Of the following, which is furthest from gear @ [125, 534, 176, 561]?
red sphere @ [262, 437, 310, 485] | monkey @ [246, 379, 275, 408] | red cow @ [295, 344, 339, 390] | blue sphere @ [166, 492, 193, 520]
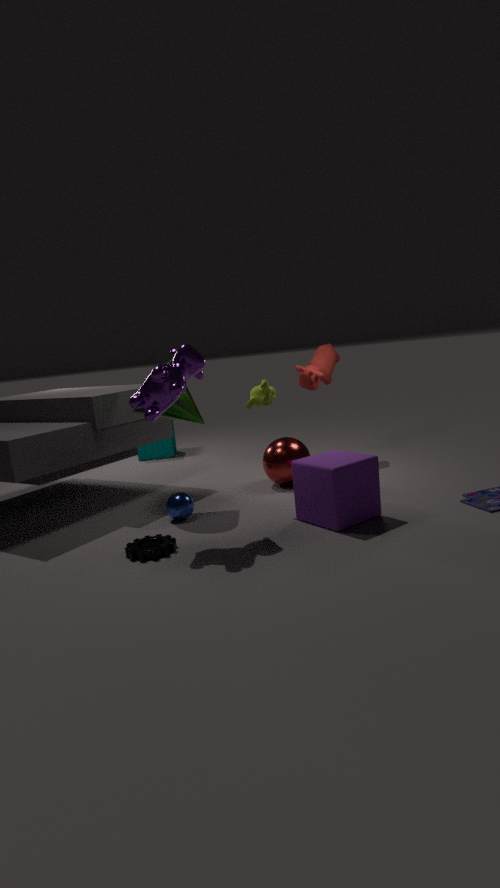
red cow @ [295, 344, 339, 390]
